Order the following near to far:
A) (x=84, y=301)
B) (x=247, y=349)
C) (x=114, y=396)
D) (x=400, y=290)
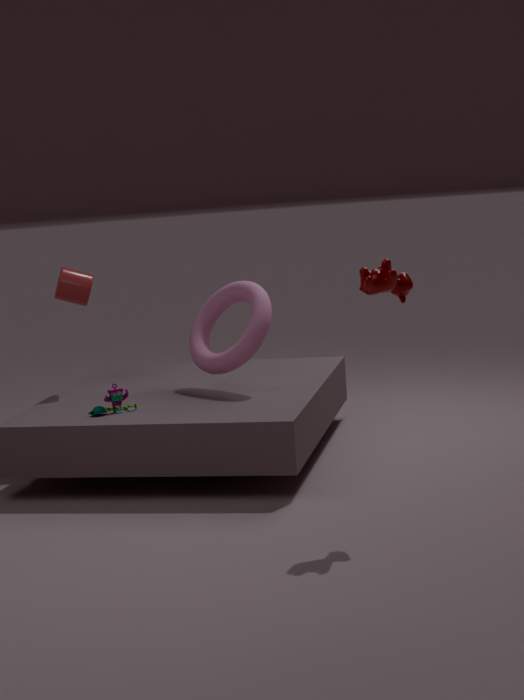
(x=400, y=290) → (x=114, y=396) → (x=247, y=349) → (x=84, y=301)
